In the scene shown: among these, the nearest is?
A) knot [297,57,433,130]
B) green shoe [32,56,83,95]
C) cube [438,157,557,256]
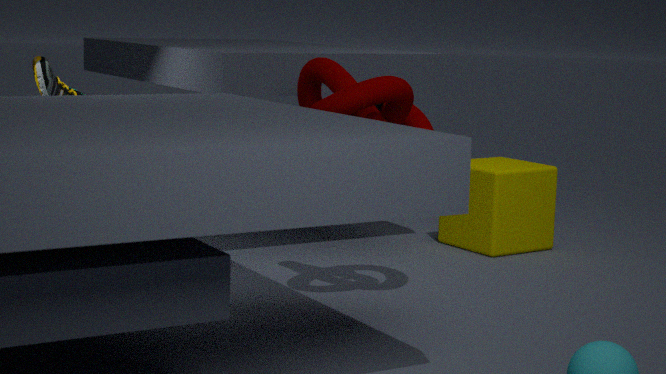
knot [297,57,433,130]
